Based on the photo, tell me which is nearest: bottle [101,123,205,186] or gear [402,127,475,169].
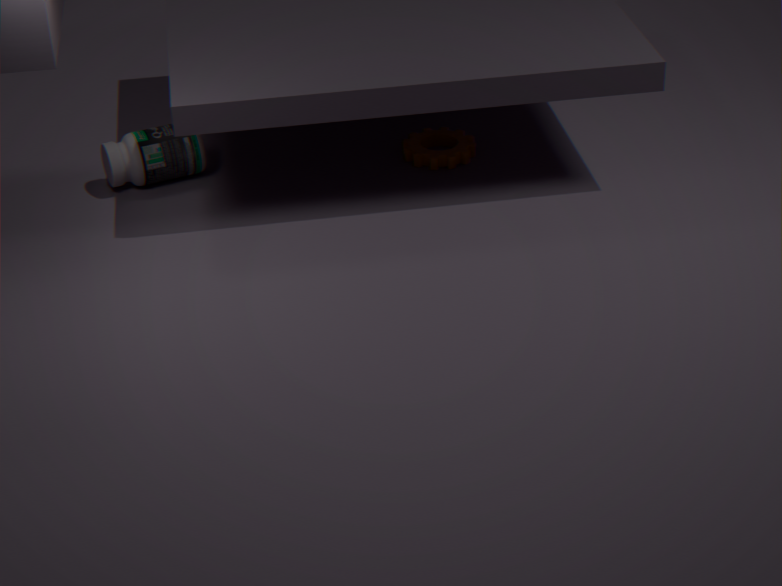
bottle [101,123,205,186]
